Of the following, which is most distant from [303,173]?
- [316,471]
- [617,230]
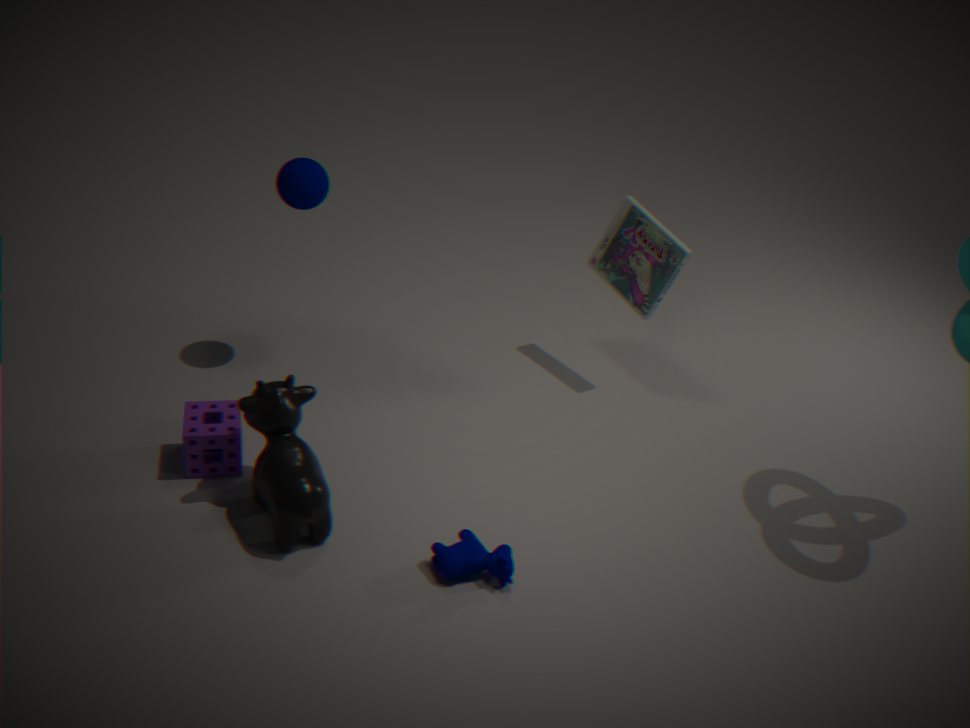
[617,230]
